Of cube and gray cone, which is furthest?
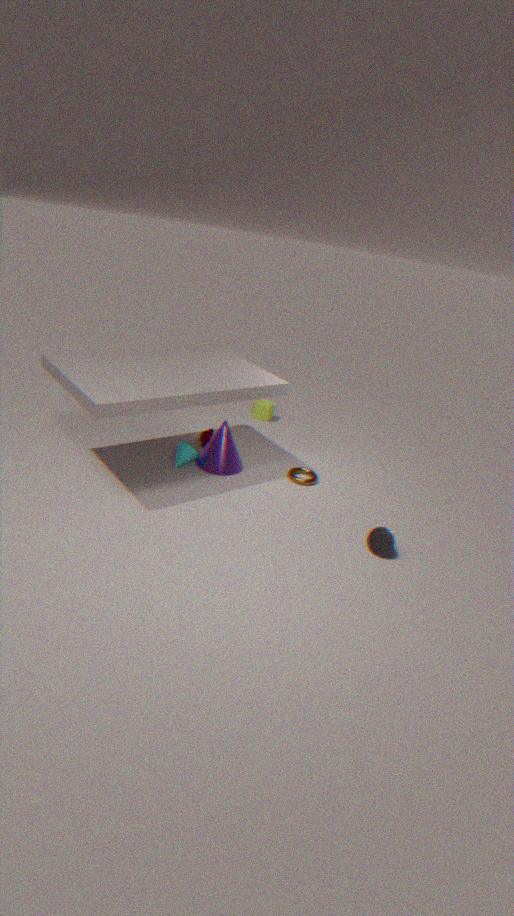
cube
